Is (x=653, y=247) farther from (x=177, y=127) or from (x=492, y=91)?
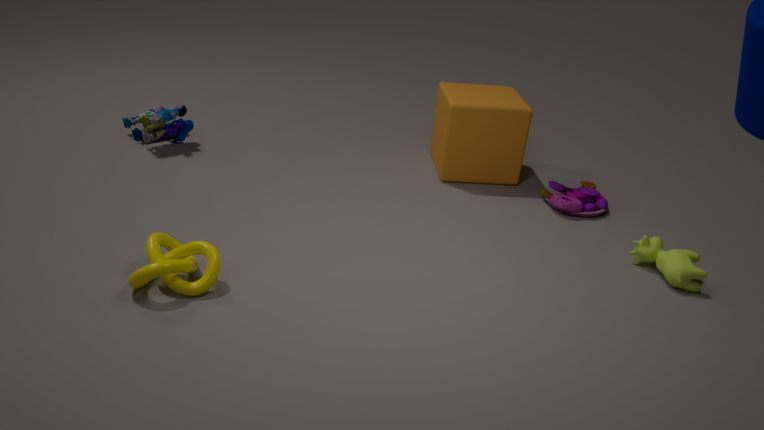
(x=177, y=127)
